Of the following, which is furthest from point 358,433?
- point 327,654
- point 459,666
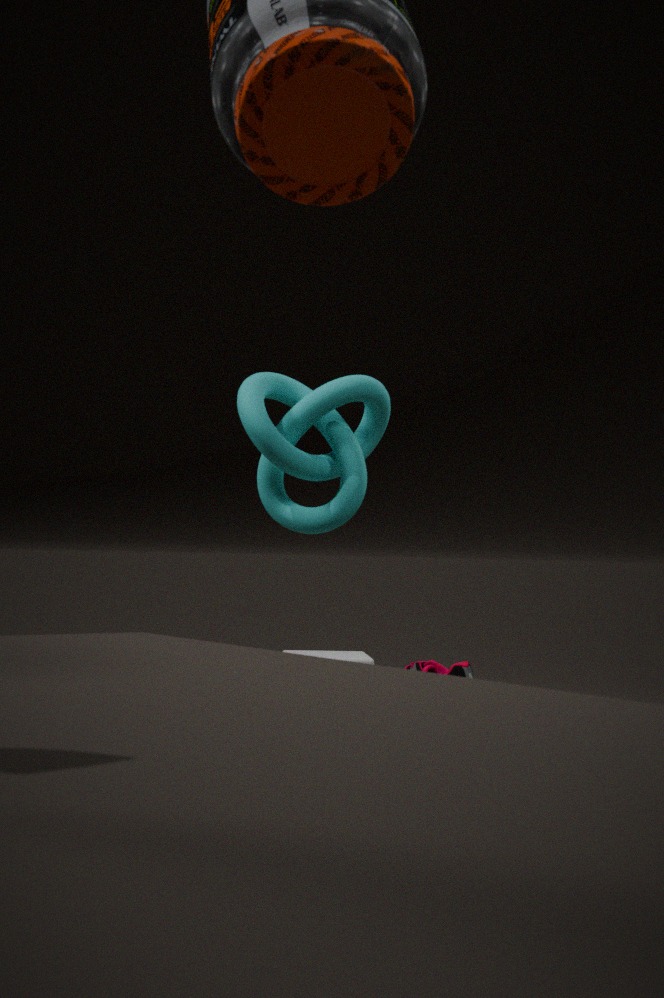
point 459,666
